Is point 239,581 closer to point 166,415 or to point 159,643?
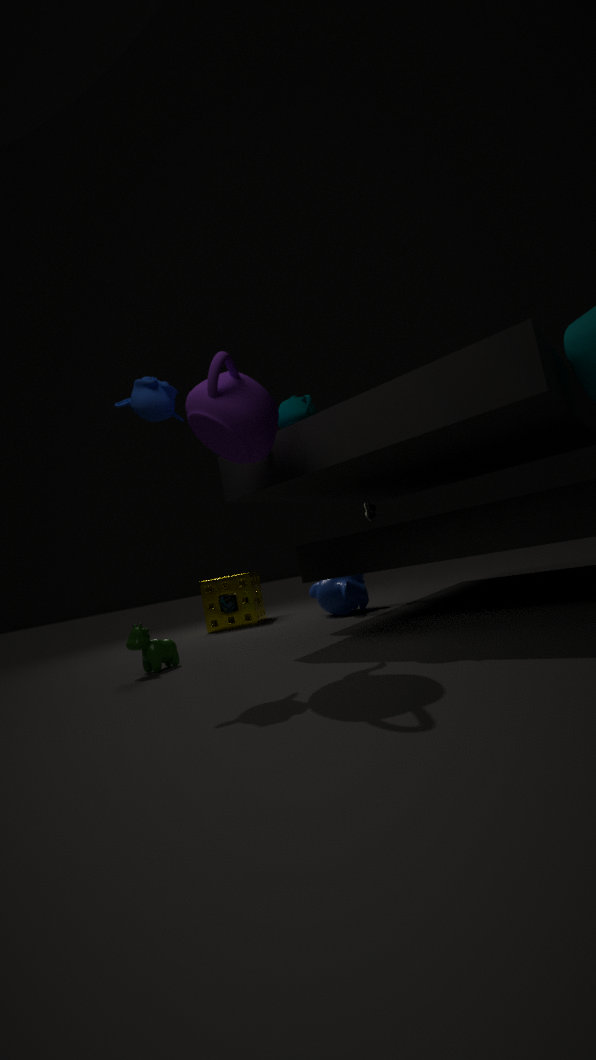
point 159,643
